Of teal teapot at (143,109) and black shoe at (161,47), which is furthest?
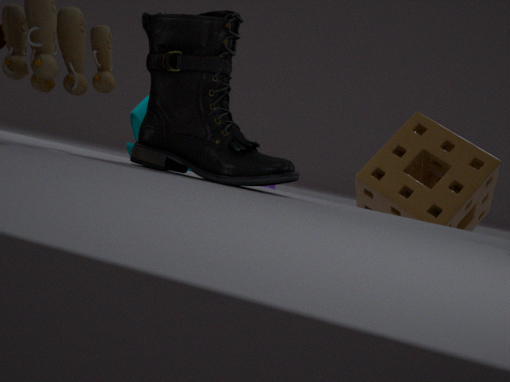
teal teapot at (143,109)
